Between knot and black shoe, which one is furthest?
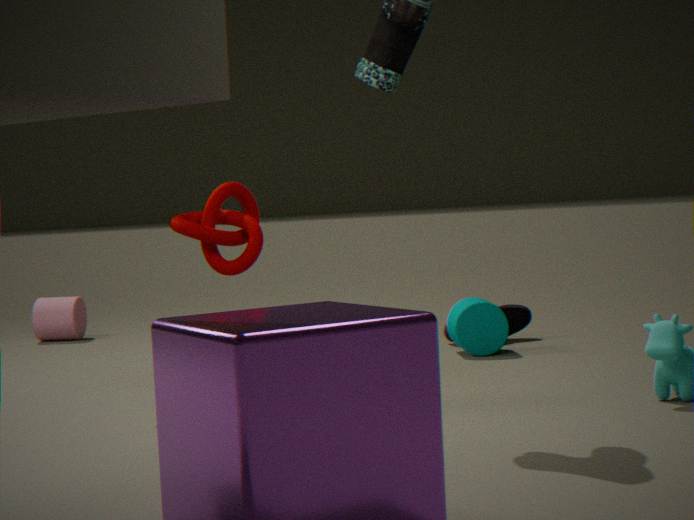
black shoe
